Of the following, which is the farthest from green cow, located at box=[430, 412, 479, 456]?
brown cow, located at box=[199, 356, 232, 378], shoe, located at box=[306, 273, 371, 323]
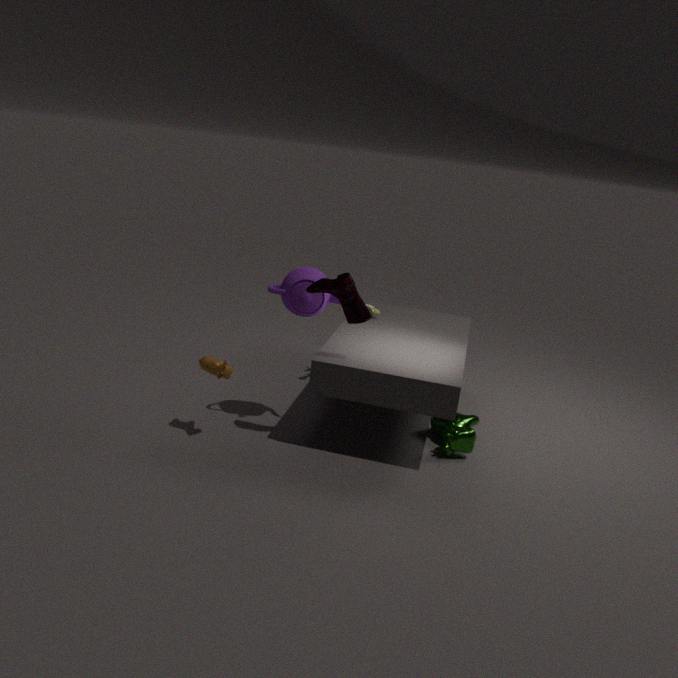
brown cow, located at box=[199, 356, 232, 378]
